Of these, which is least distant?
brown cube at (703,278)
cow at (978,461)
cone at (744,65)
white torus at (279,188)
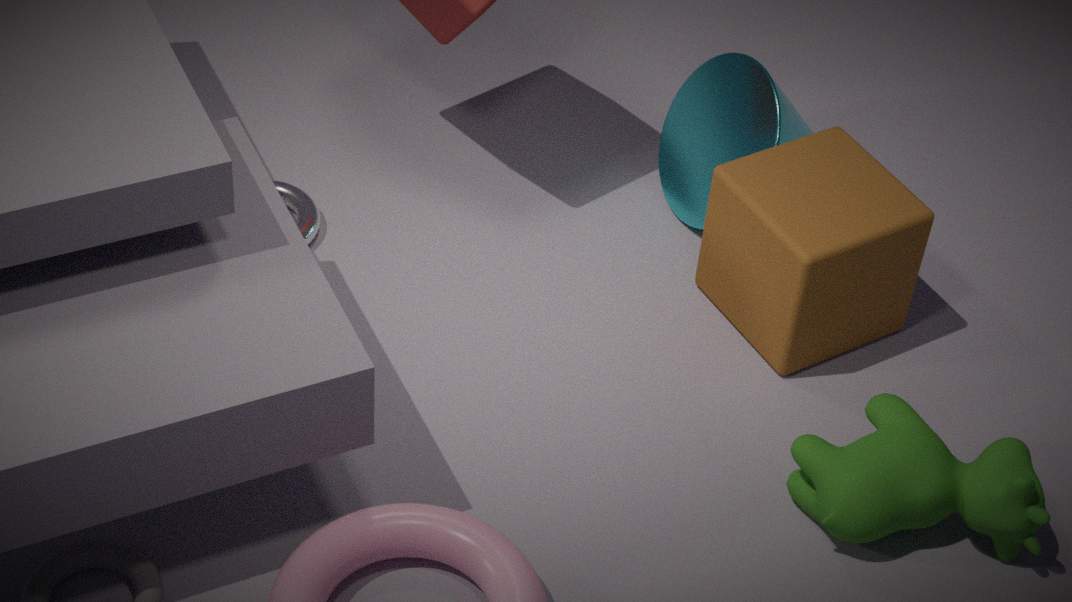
cow at (978,461)
